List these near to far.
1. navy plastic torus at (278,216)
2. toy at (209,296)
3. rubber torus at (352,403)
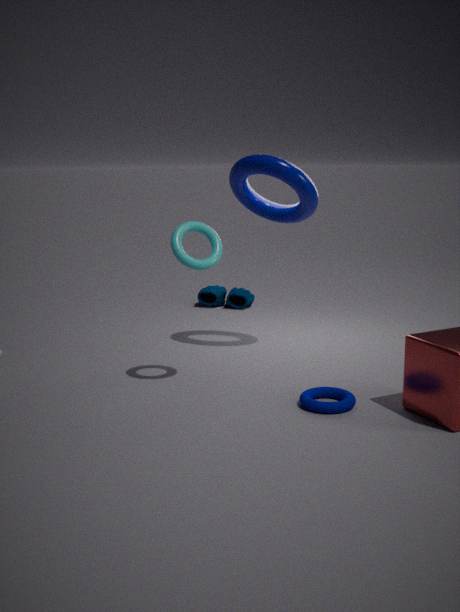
rubber torus at (352,403), navy plastic torus at (278,216), toy at (209,296)
